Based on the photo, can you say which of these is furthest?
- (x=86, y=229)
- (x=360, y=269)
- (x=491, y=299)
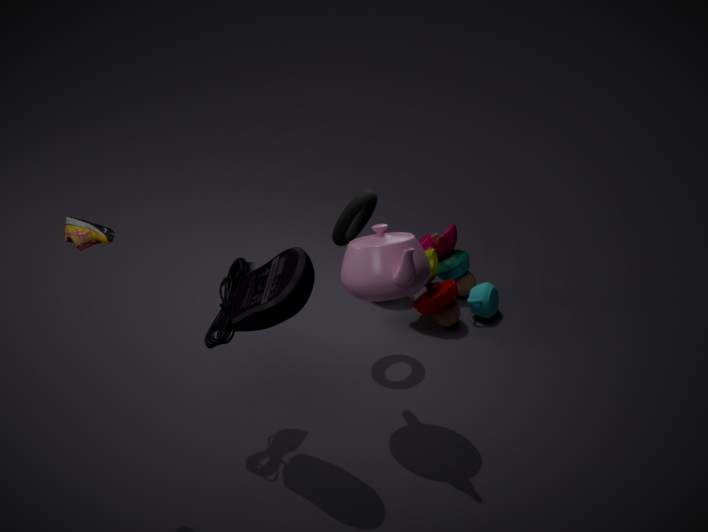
(x=491, y=299)
